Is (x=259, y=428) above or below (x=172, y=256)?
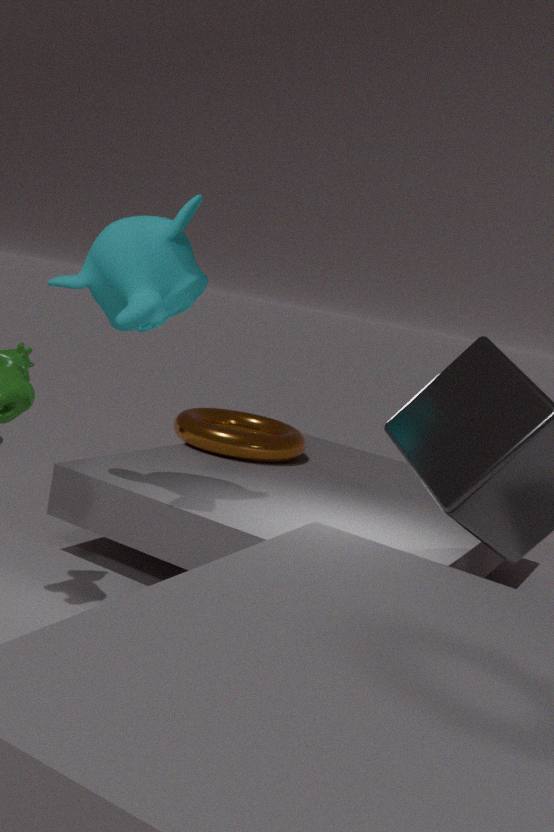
below
